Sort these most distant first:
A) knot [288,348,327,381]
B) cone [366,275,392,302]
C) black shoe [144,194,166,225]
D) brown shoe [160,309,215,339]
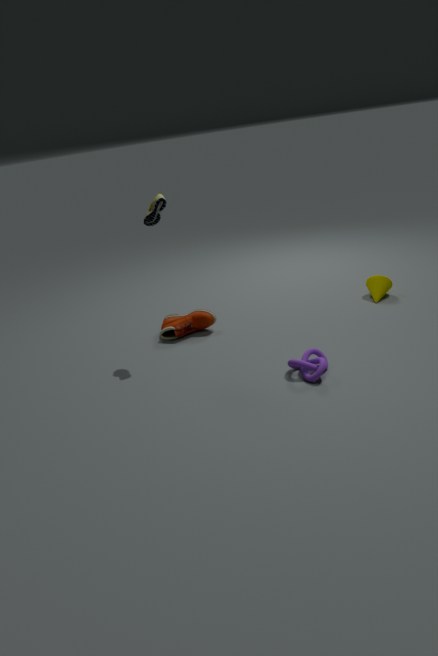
1. cone [366,275,392,302]
2. brown shoe [160,309,215,339]
3. black shoe [144,194,166,225]
4. knot [288,348,327,381]
